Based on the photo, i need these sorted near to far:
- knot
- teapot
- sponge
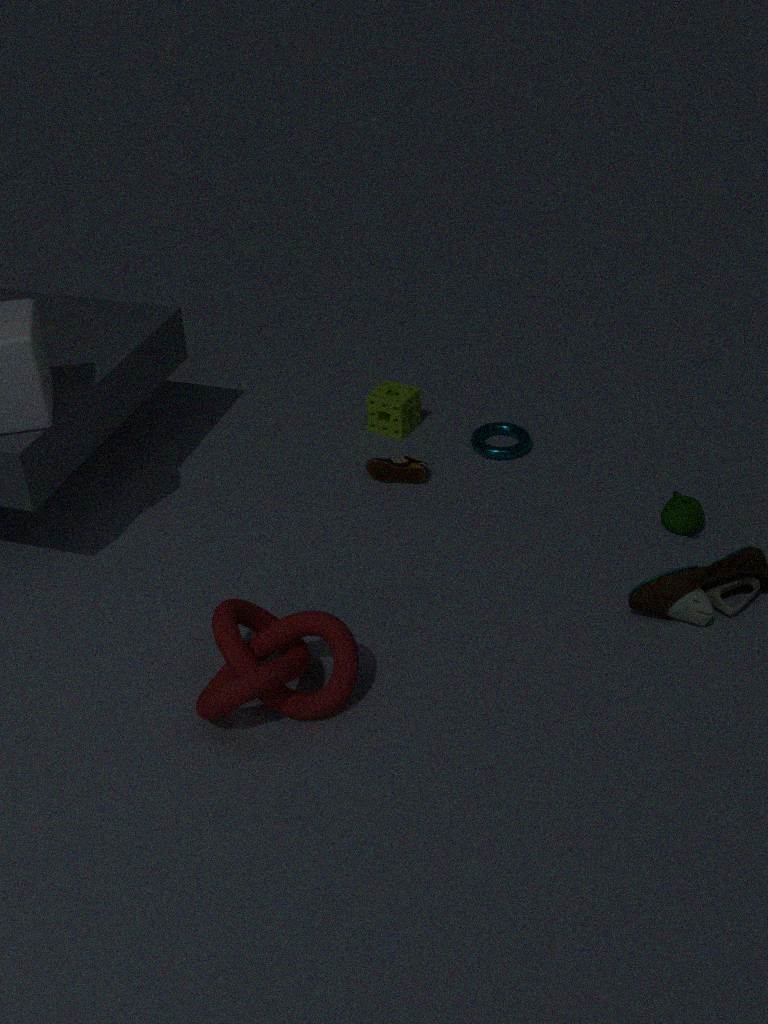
knot < teapot < sponge
